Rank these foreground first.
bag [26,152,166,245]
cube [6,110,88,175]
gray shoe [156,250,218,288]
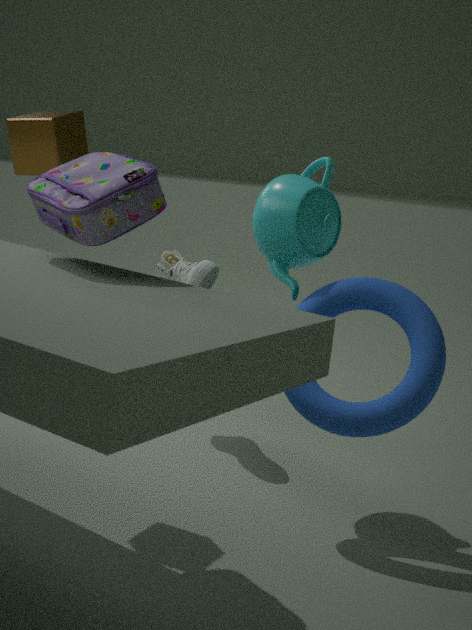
bag [26,152,166,245], cube [6,110,88,175], gray shoe [156,250,218,288]
